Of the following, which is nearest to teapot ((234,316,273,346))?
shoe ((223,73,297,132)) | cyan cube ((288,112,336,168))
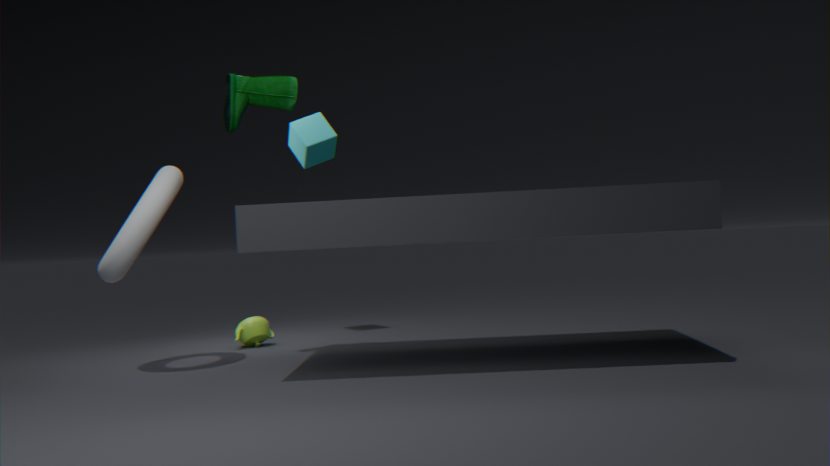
cyan cube ((288,112,336,168))
